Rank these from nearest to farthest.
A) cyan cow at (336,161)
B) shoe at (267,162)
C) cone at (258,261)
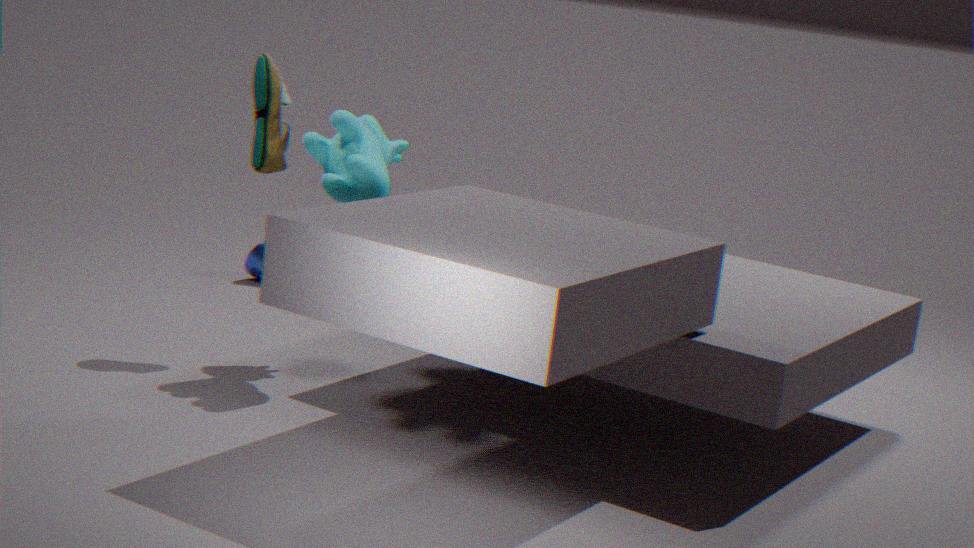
cyan cow at (336,161), shoe at (267,162), cone at (258,261)
